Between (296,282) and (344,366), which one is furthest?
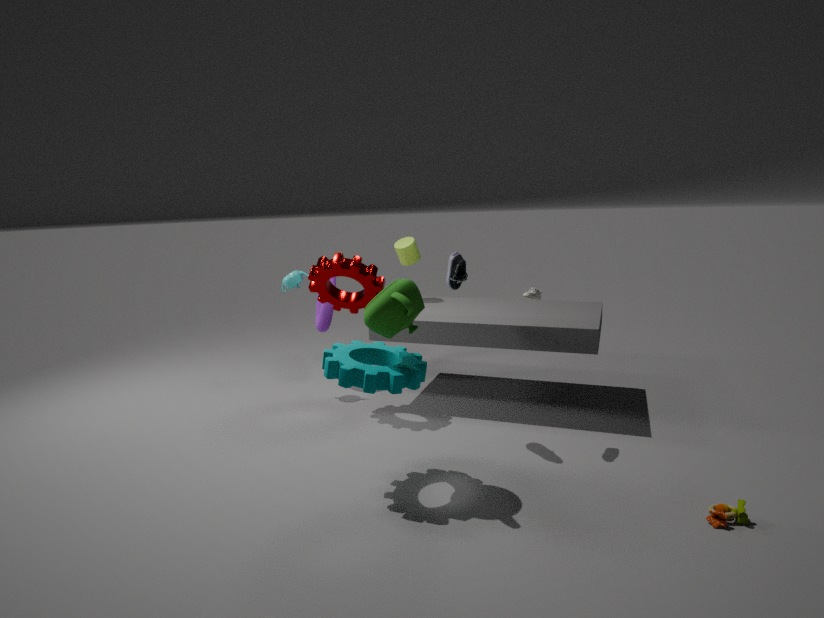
(296,282)
